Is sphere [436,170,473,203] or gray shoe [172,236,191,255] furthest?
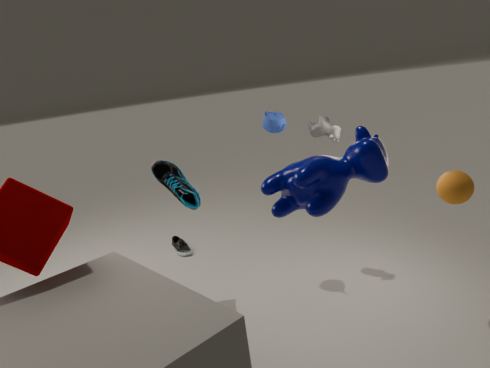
gray shoe [172,236,191,255]
